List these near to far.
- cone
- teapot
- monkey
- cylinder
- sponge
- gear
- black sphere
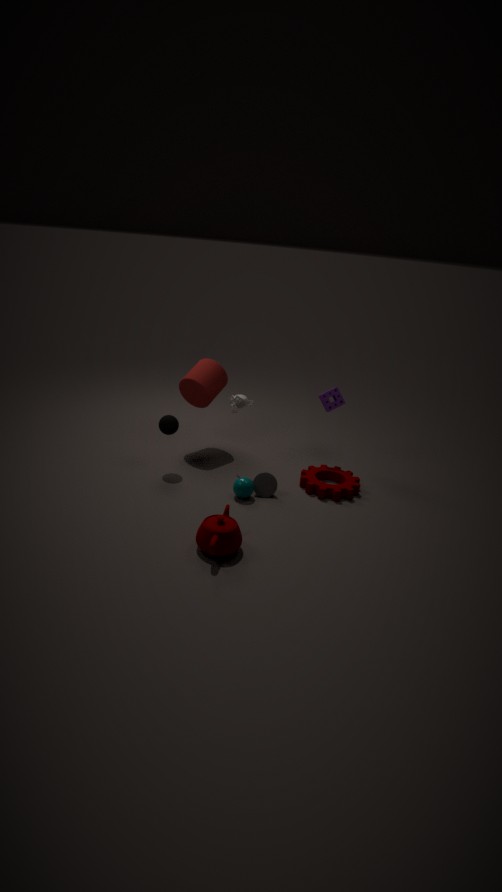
teapot → cone → gear → black sphere → monkey → sponge → cylinder
